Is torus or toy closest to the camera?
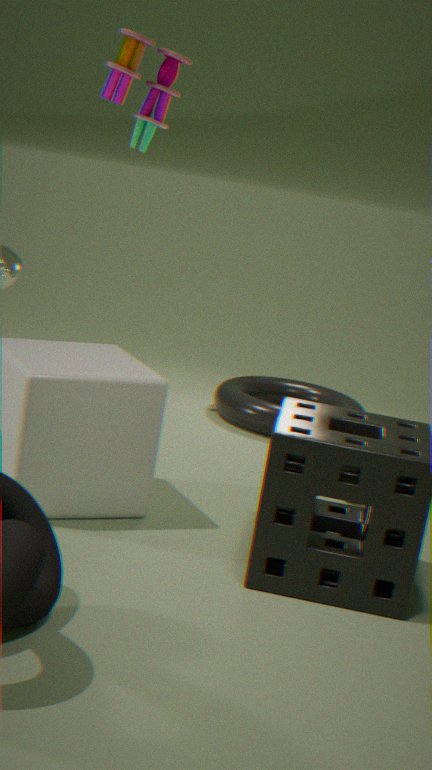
toy
